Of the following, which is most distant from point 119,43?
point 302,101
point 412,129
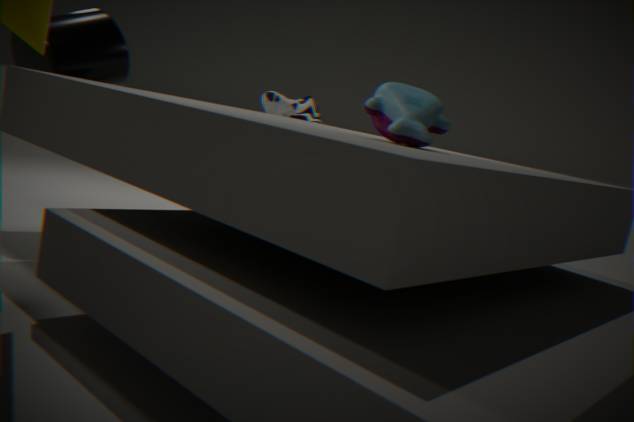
point 412,129
